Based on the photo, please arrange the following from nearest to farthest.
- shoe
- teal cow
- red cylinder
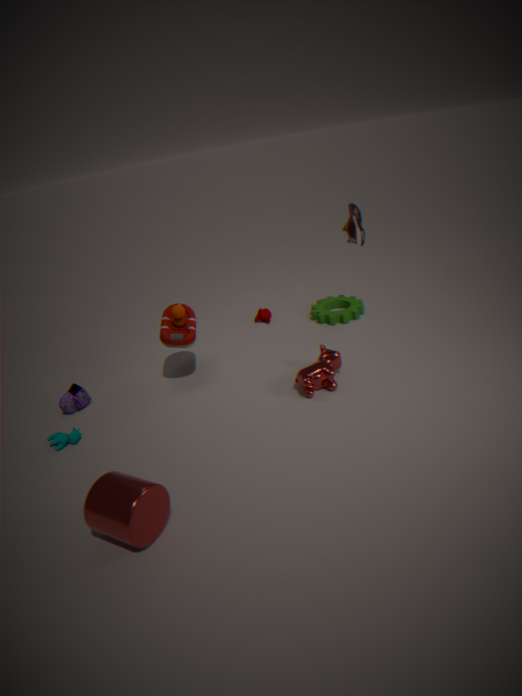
red cylinder → teal cow → shoe
